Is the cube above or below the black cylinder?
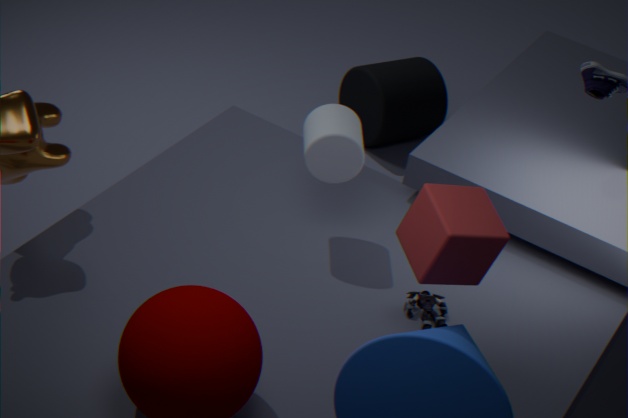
above
